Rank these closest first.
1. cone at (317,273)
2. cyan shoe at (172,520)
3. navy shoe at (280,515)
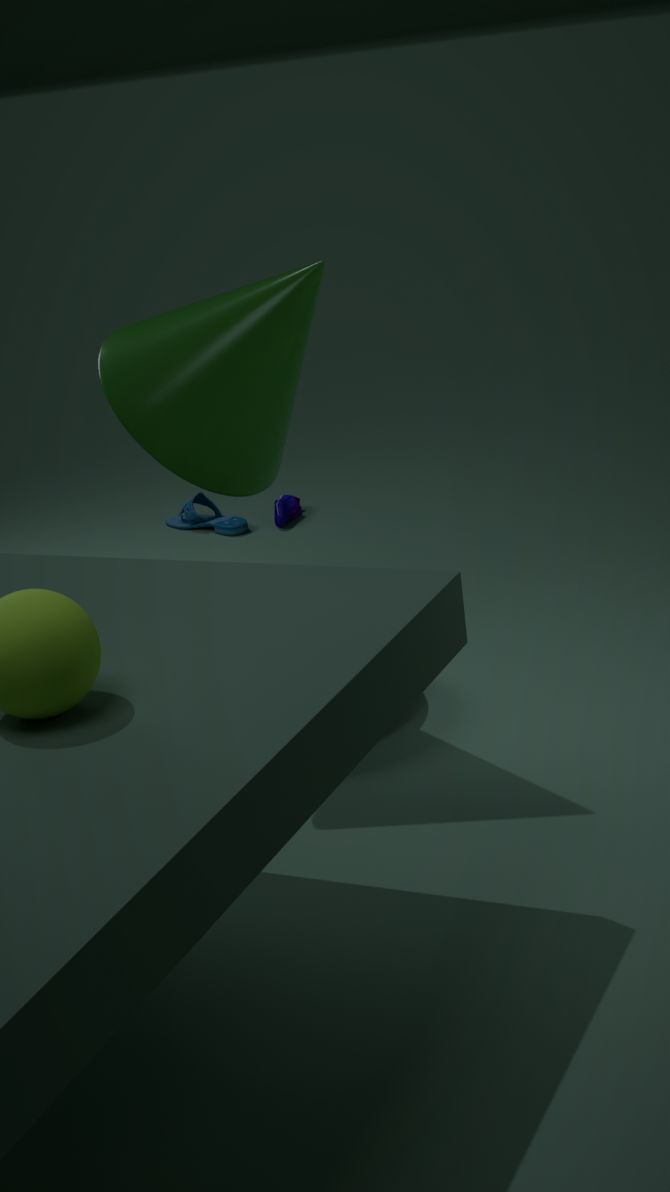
cone at (317,273) → navy shoe at (280,515) → cyan shoe at (172,520)
